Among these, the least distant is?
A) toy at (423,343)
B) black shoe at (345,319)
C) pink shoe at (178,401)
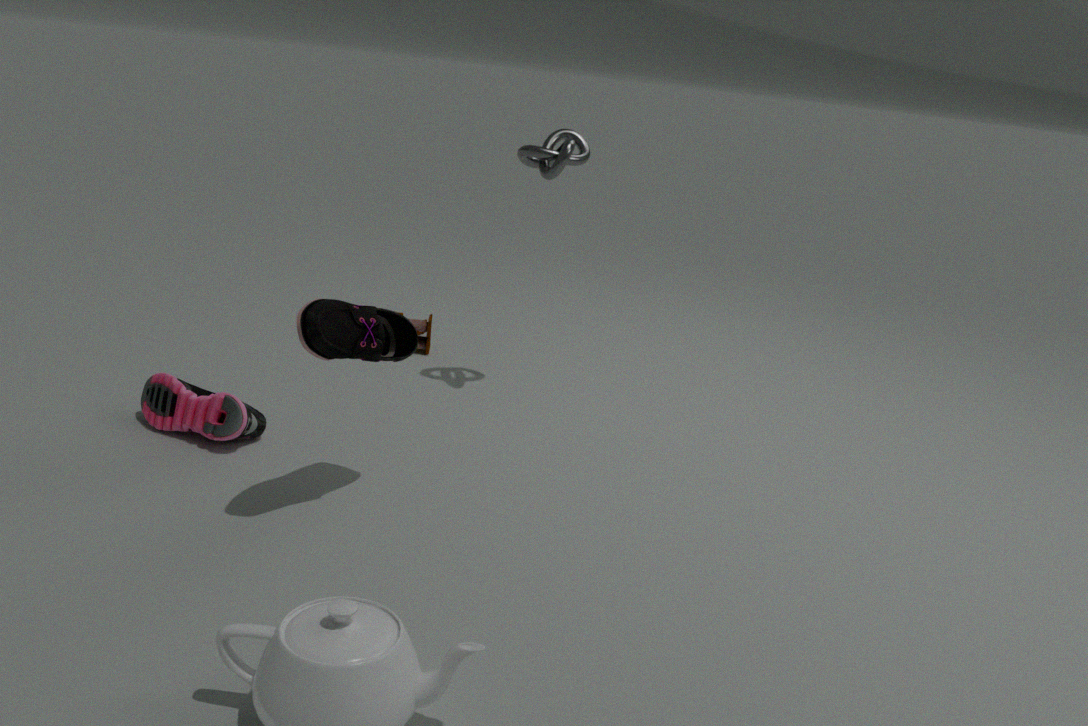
B. black shoe at (345,319)
